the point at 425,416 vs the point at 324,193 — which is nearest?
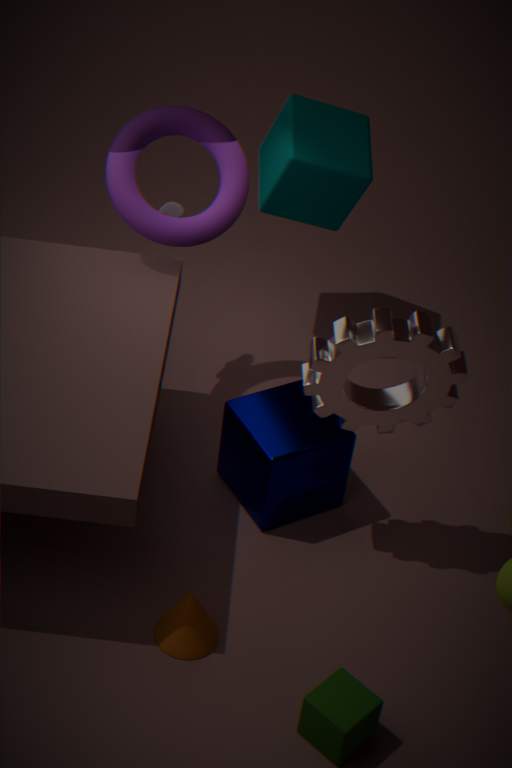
the point at 425,416
